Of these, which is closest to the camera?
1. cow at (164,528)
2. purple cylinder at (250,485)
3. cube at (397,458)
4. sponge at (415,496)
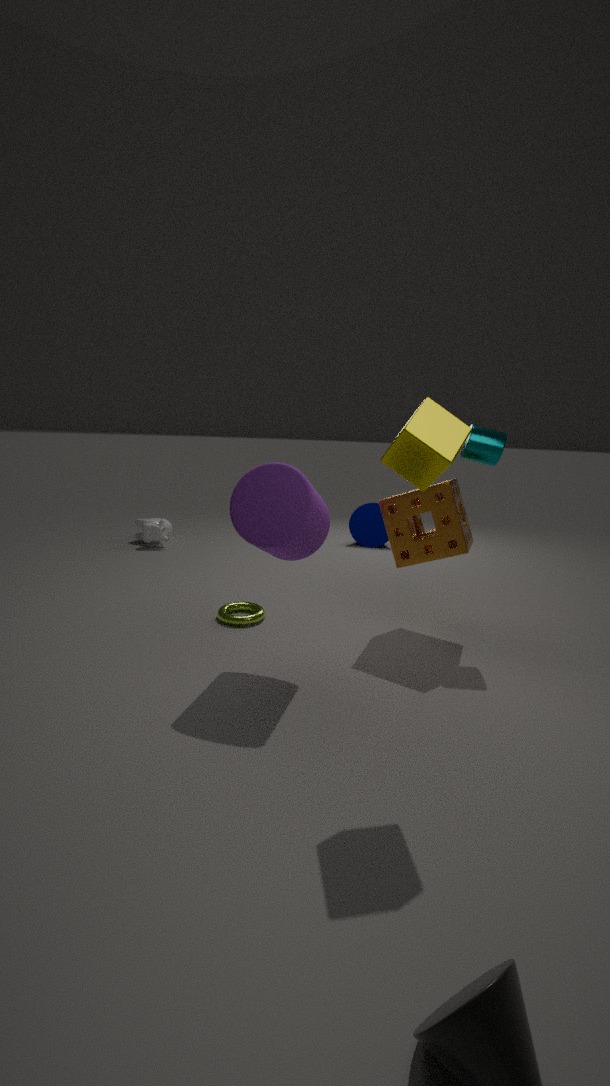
cube at (397,458)
